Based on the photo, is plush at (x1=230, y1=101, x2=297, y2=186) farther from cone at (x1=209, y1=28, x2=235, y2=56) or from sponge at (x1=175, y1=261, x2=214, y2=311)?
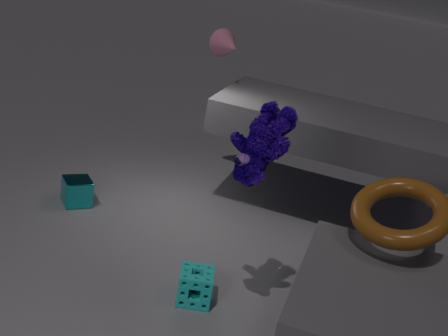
cone at (x1=209, y1=28, x2=235, y2=56)
